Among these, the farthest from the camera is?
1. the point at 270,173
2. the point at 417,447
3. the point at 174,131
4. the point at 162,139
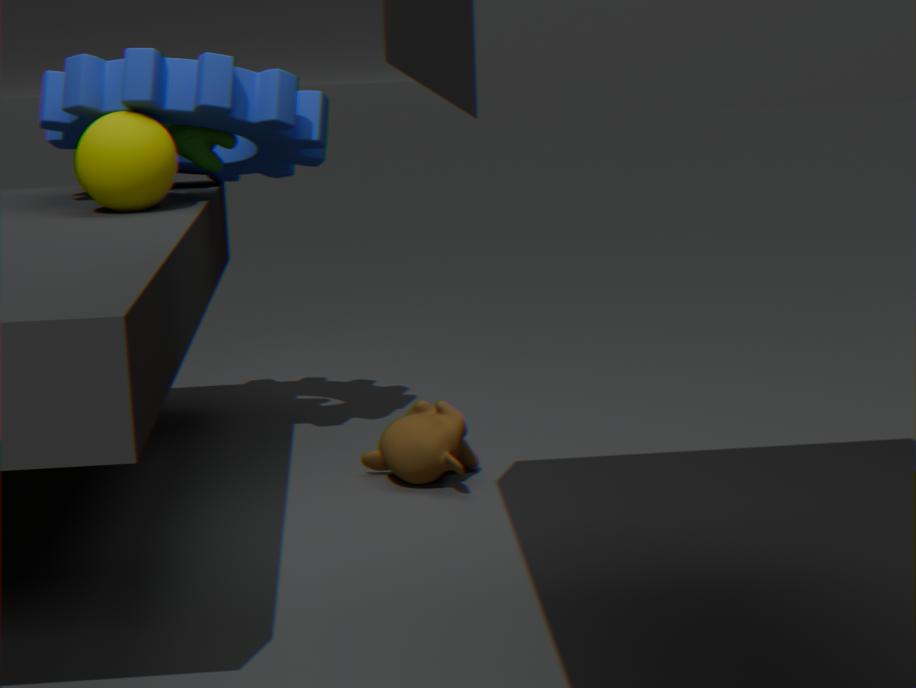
the point at 270,173
